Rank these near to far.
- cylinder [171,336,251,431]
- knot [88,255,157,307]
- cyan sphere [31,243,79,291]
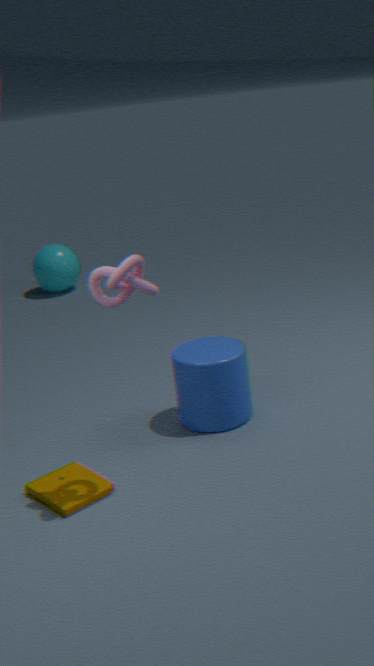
knot [88,255,157,307] < cylinder [171,336,251,431] < cyan sphere [31,243,79,291]
